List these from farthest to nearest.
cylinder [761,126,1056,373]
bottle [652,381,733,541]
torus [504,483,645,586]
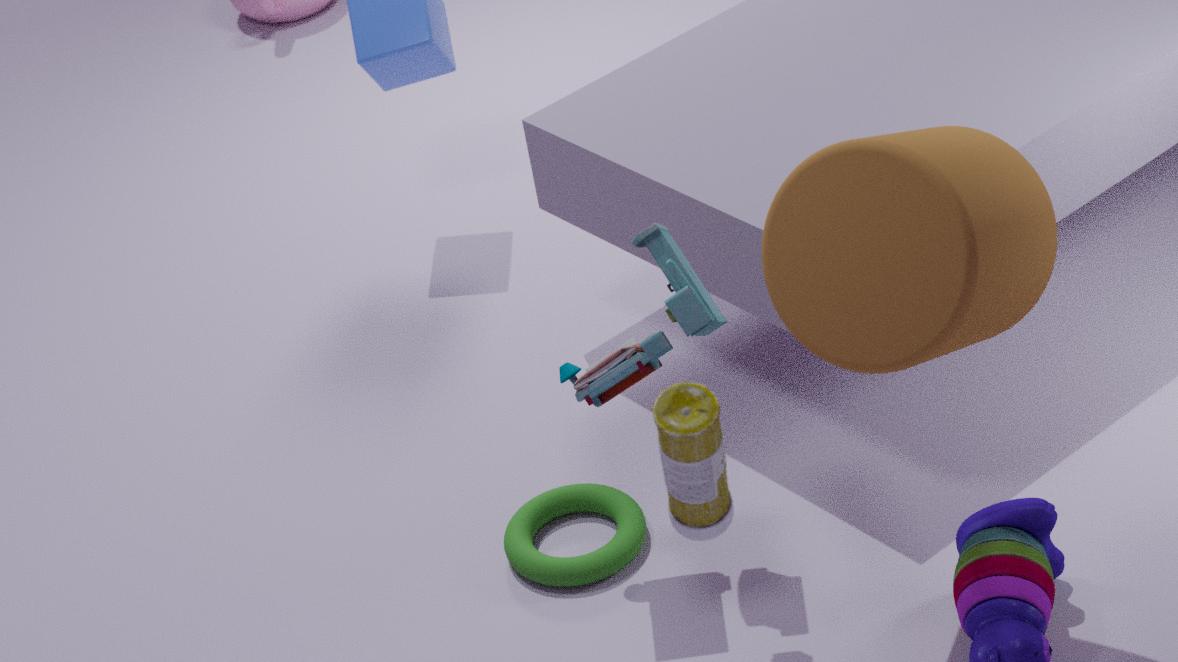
torus [504,483,645,586], cylinder [761,126,1056,373], bottle [652,381,733,541]
